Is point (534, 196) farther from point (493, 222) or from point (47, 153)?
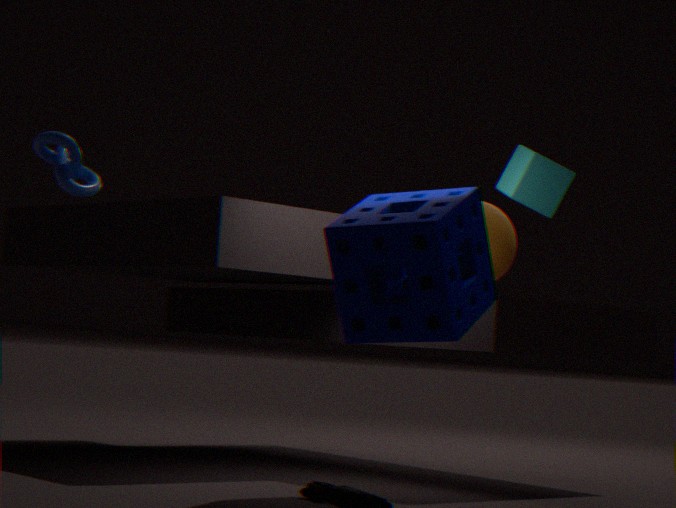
point (47, 153)
